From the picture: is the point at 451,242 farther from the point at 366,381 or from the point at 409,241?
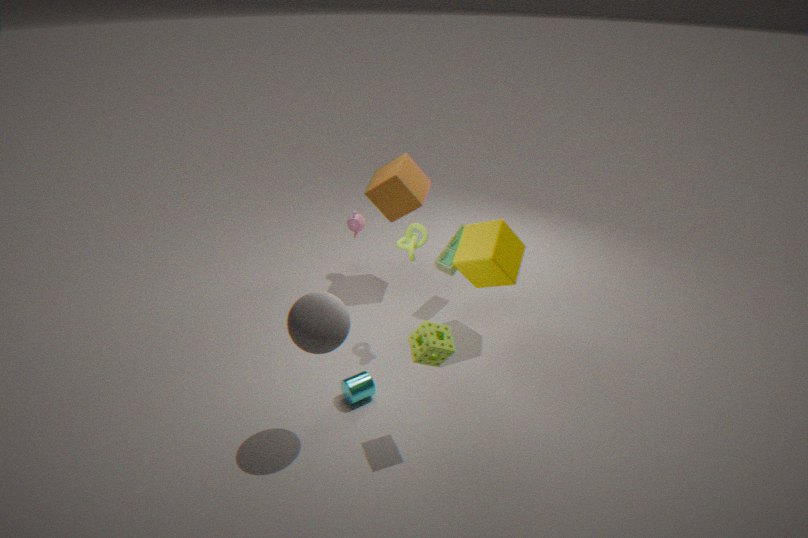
the point at 366,381
